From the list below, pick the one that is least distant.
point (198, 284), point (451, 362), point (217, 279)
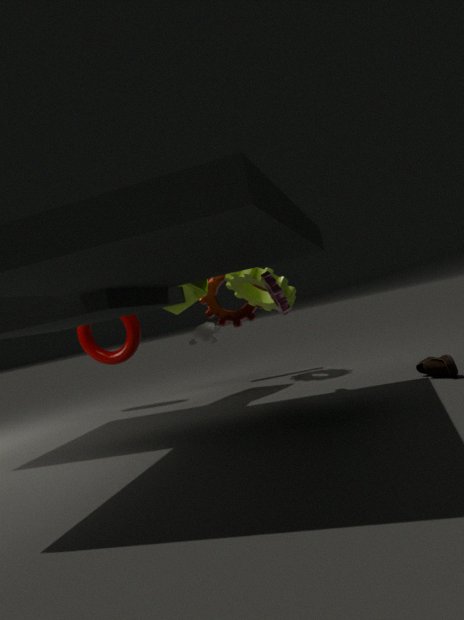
point (451, 362)
